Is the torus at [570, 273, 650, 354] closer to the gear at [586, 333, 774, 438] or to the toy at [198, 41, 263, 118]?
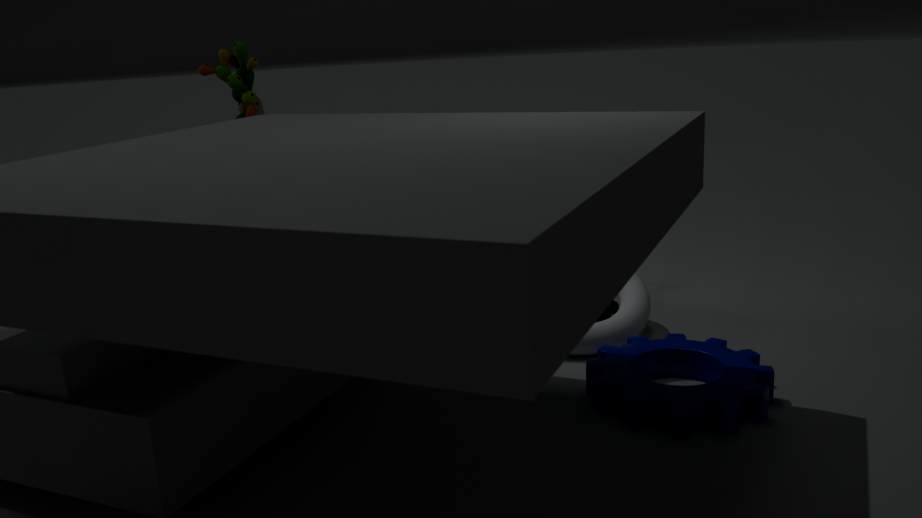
the gear at [586, 333, 774, 438]
